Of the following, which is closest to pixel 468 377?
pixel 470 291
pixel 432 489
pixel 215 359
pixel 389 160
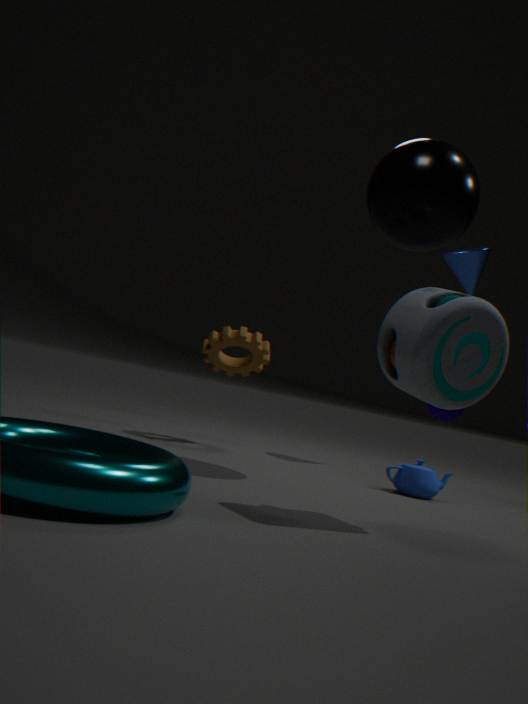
pixel 389 160
